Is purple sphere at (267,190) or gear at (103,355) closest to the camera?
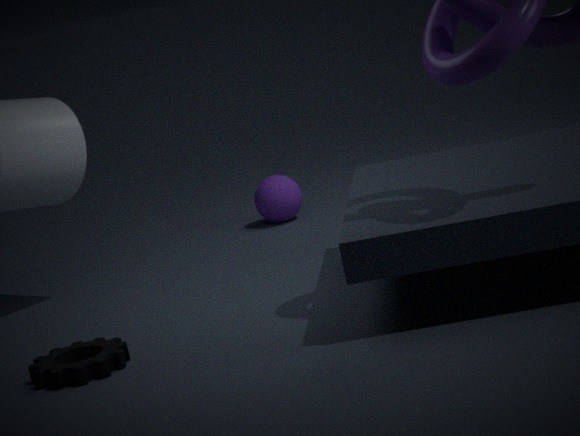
gear at (103,355)
